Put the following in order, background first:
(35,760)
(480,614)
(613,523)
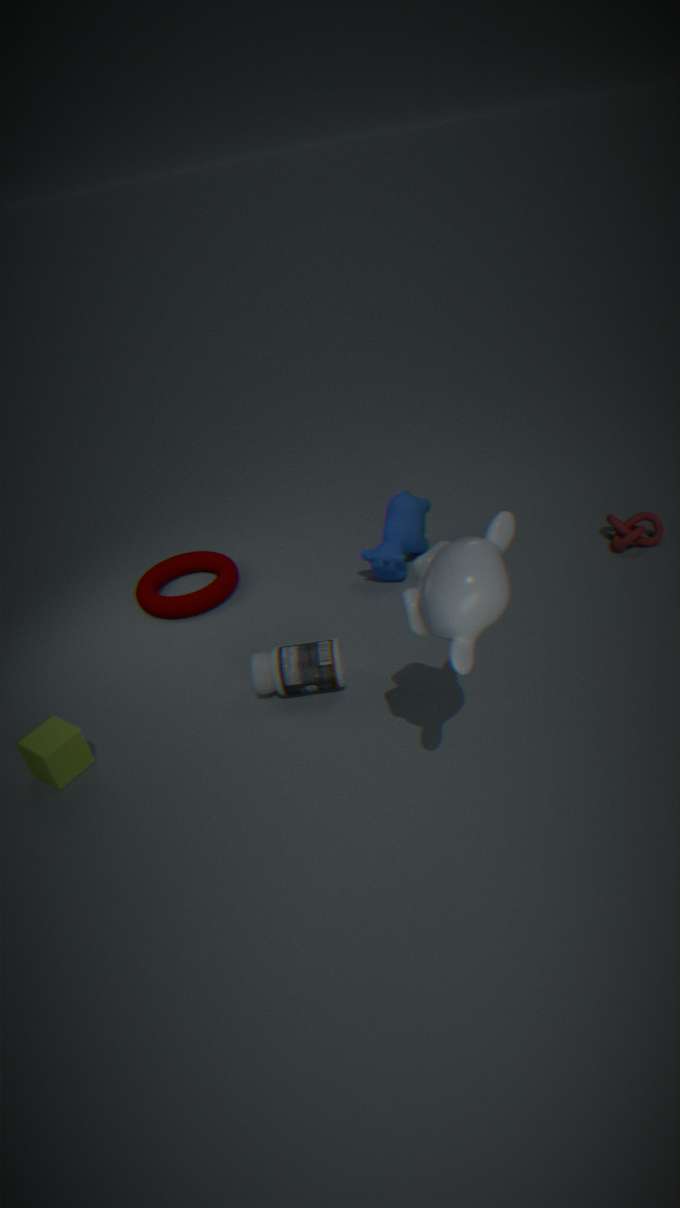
(613,523), (35,760), (480,614)
